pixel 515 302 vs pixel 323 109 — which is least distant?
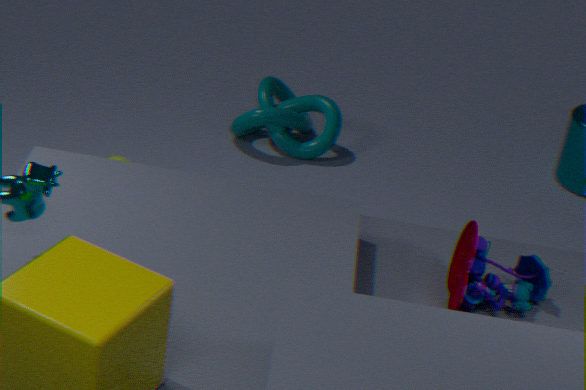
pixel 515 302
